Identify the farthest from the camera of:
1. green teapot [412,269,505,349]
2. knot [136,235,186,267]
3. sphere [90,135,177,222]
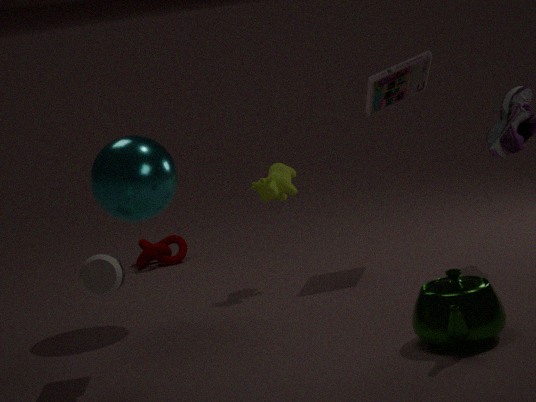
knot [136,235,186,267]
